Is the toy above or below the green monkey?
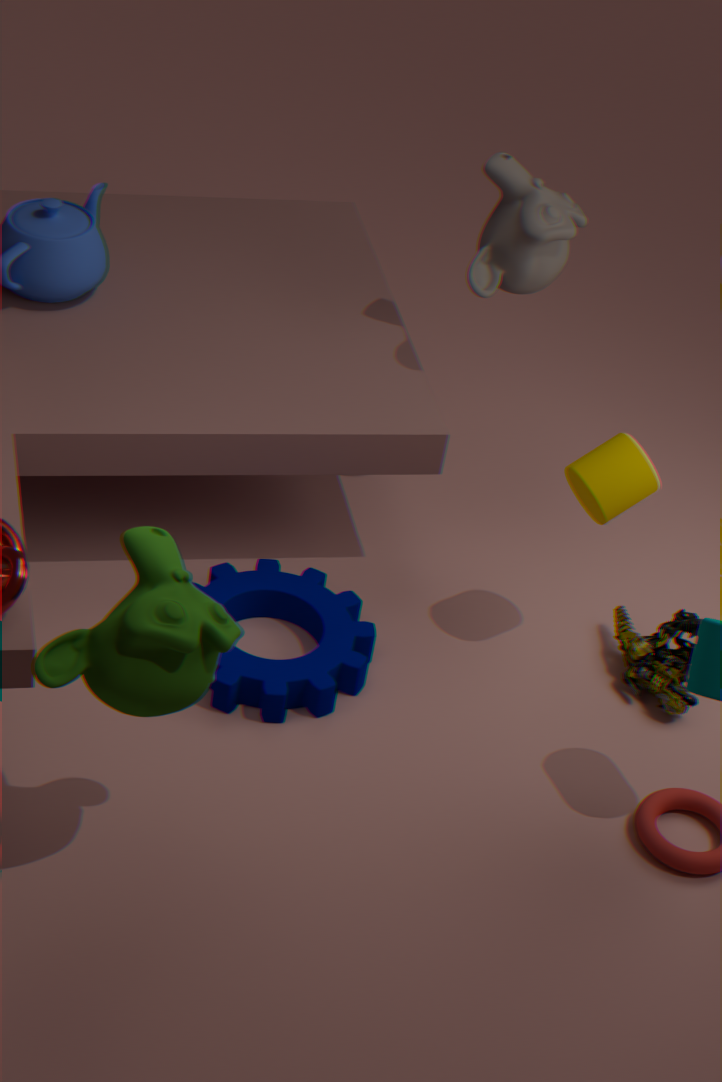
below
